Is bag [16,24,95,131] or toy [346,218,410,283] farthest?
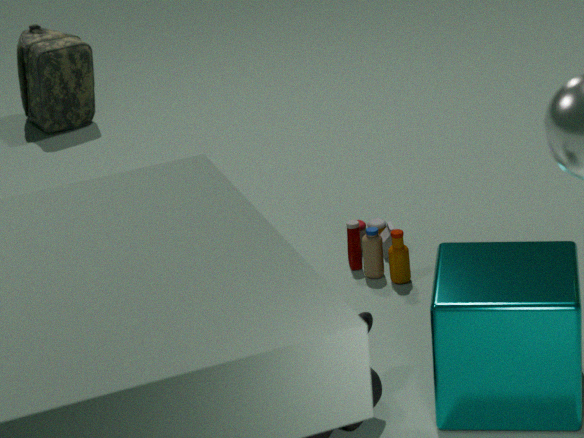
bag [16,24,95,131]
